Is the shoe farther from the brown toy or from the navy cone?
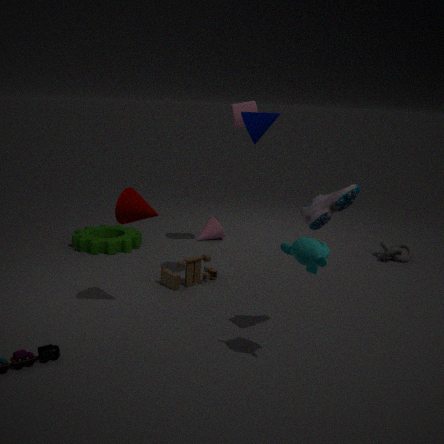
the brown toy
